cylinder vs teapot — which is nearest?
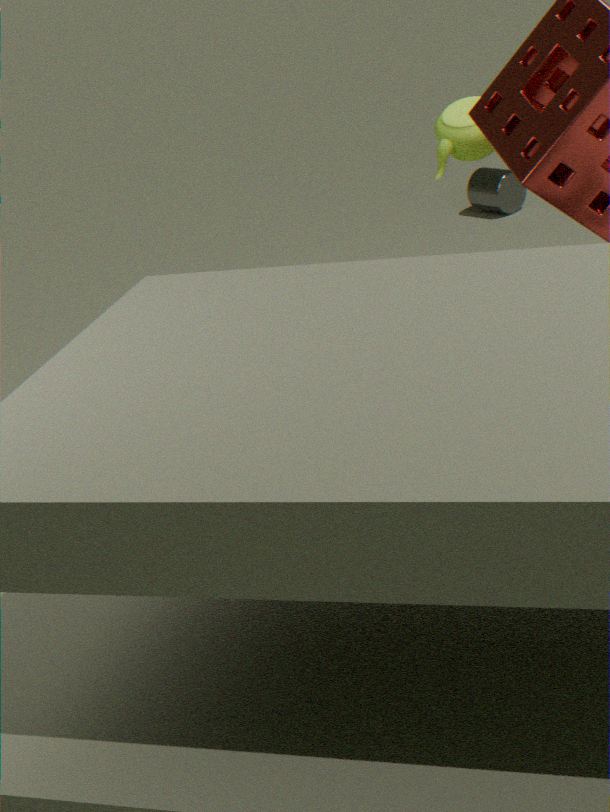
teapot
